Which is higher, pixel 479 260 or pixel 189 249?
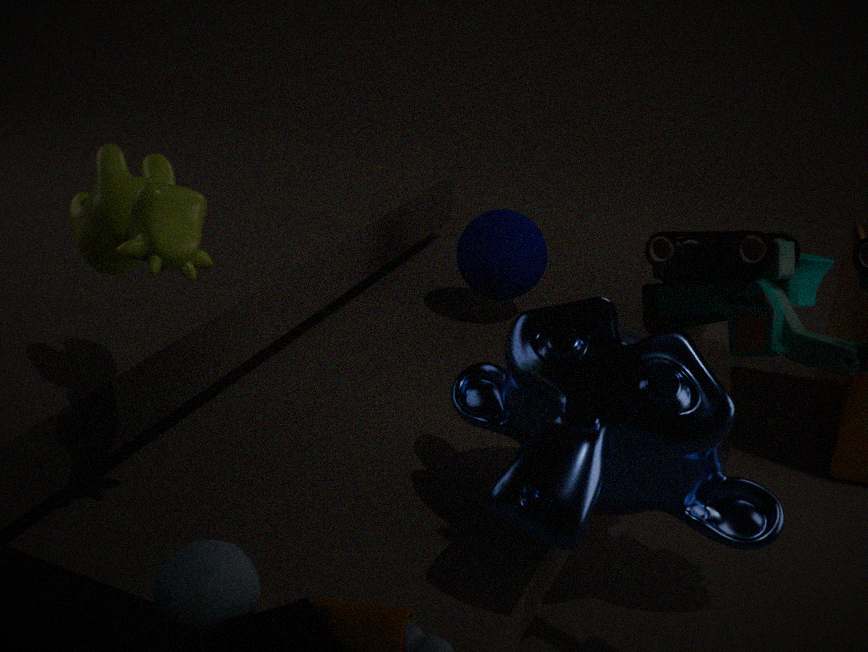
pixel 189 249
